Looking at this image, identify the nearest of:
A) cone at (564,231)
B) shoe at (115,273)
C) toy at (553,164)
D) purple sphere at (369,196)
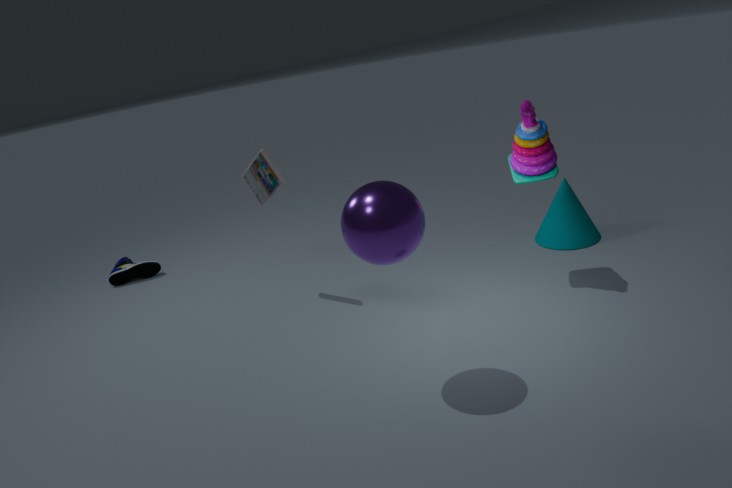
purple sphere at (369,196)
